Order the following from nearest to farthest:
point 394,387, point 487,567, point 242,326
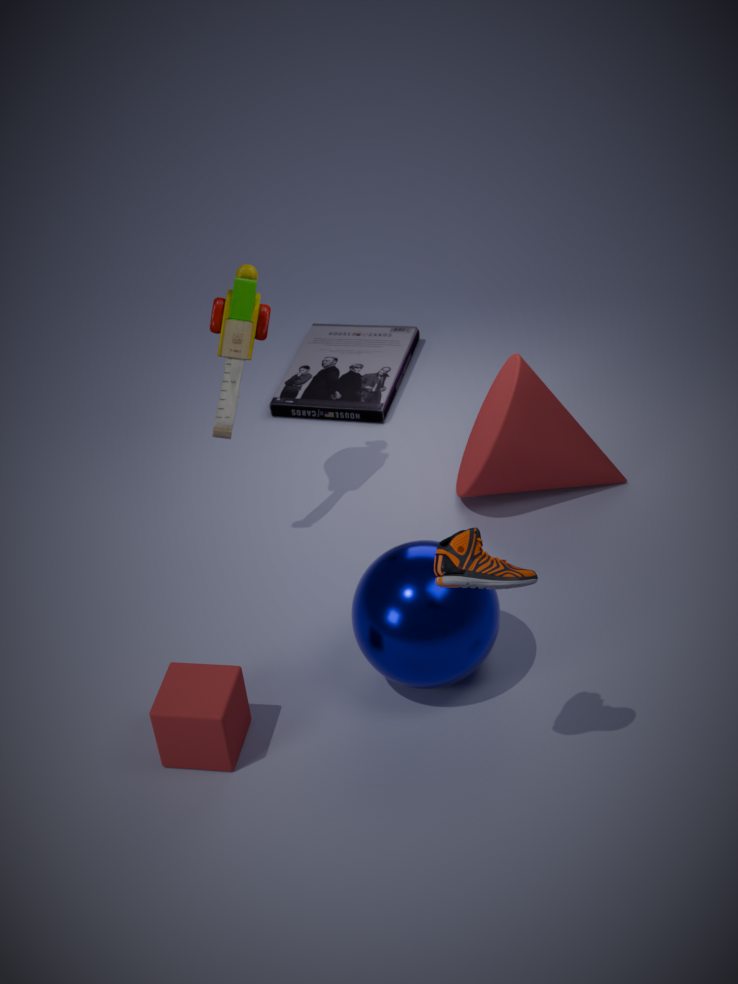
point 487,567 < point 242,326 < point 394,387
